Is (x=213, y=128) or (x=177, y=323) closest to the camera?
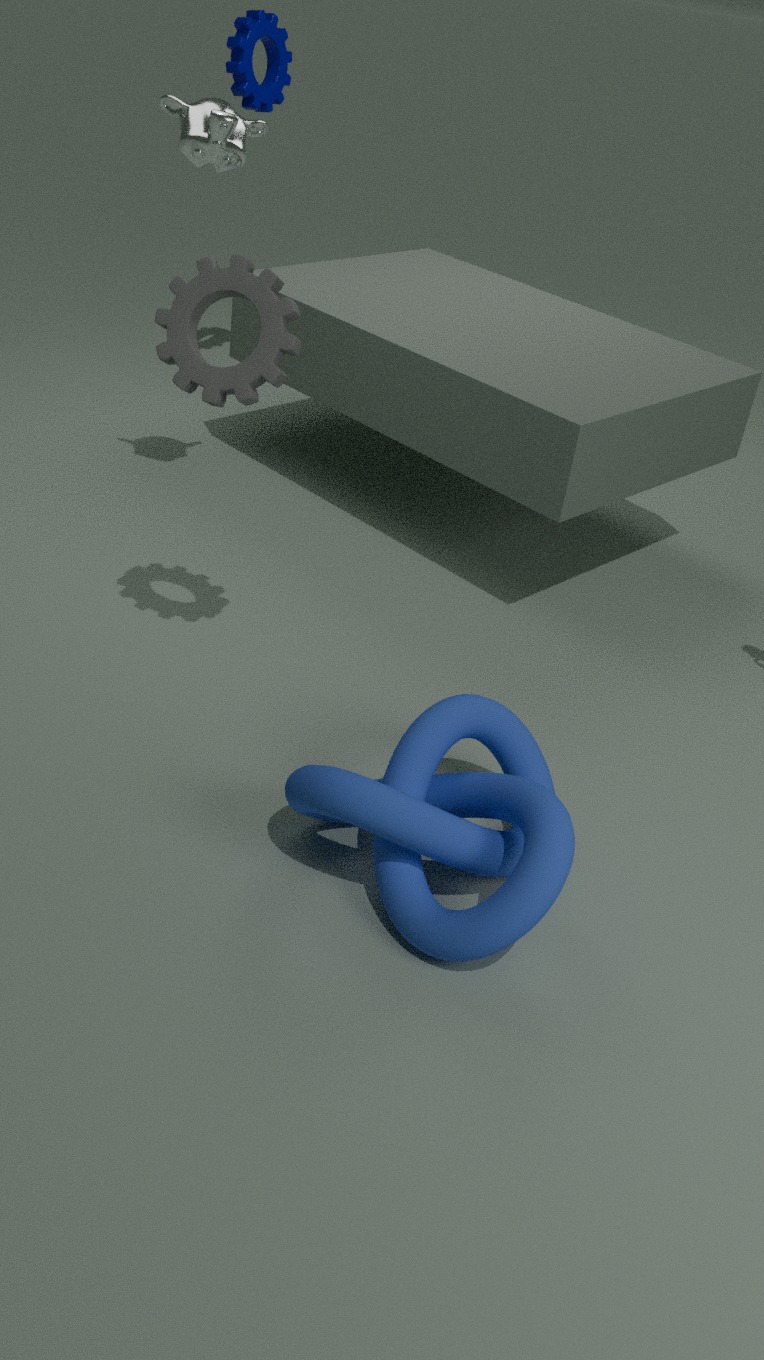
(x=177, y=323)
